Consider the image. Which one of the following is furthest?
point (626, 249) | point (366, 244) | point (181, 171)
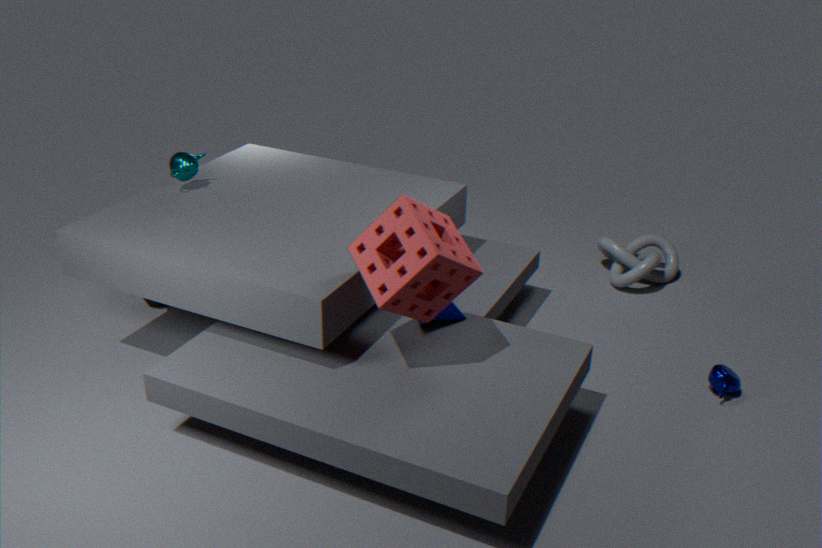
point (626, 249)
